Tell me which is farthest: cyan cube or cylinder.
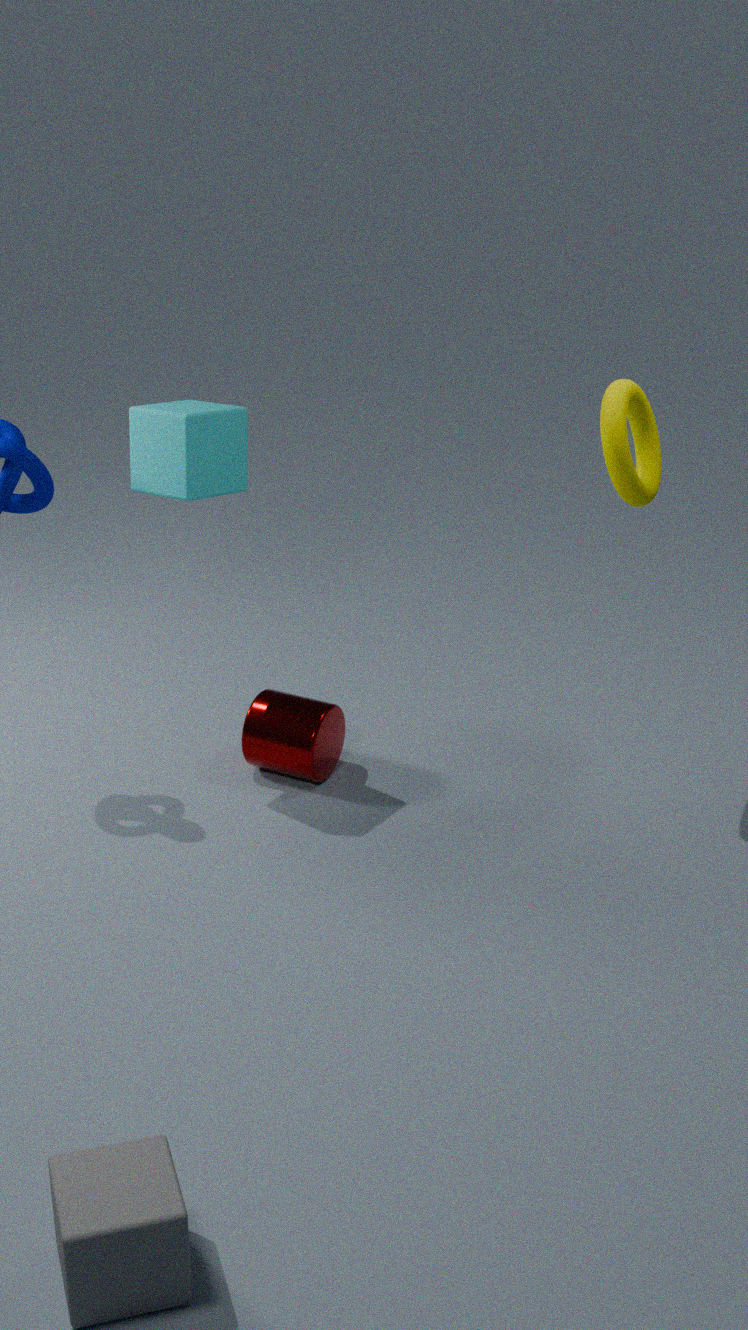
cylinder
